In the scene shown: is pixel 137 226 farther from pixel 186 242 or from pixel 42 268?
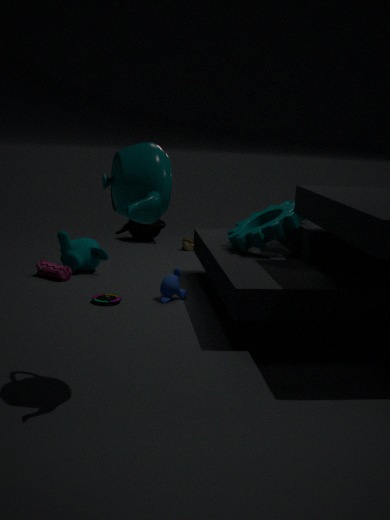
pixel 42 268
